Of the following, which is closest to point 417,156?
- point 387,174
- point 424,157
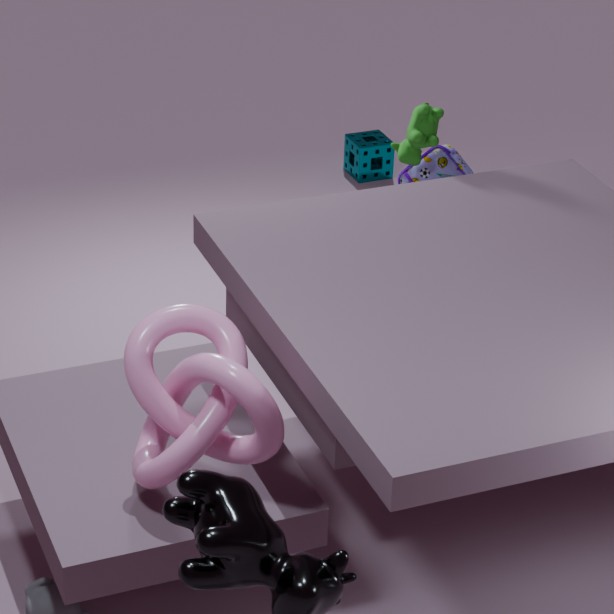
point 424,157
